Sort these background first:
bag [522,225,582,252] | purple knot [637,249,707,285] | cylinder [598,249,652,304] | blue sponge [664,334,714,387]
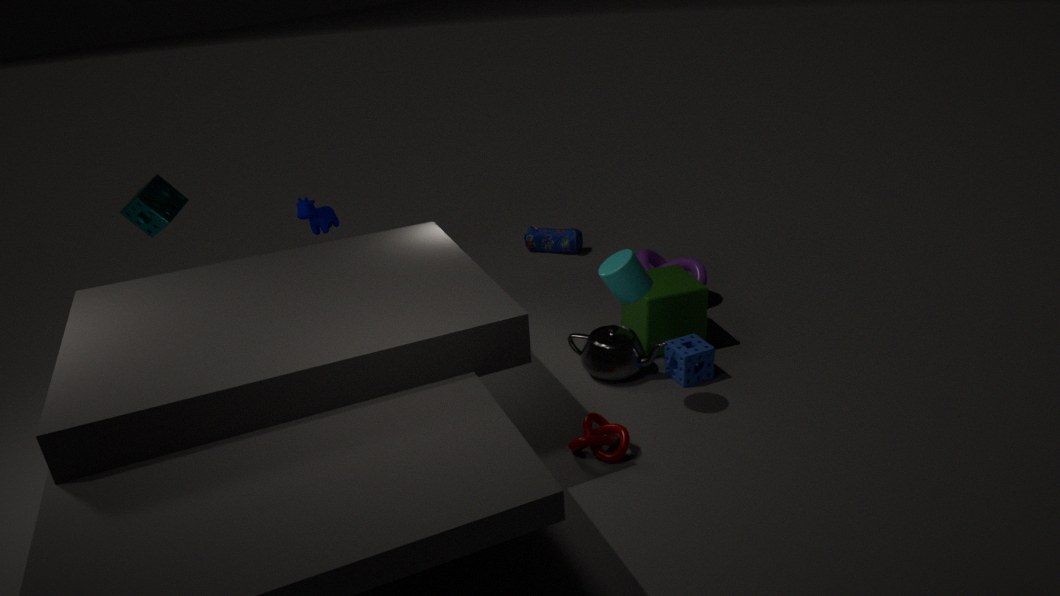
bag [522,225,582,252] < purple knot [637,249,707,285] < blue sponge [664,334,714,387] < cylinder [598,249,652,304]
